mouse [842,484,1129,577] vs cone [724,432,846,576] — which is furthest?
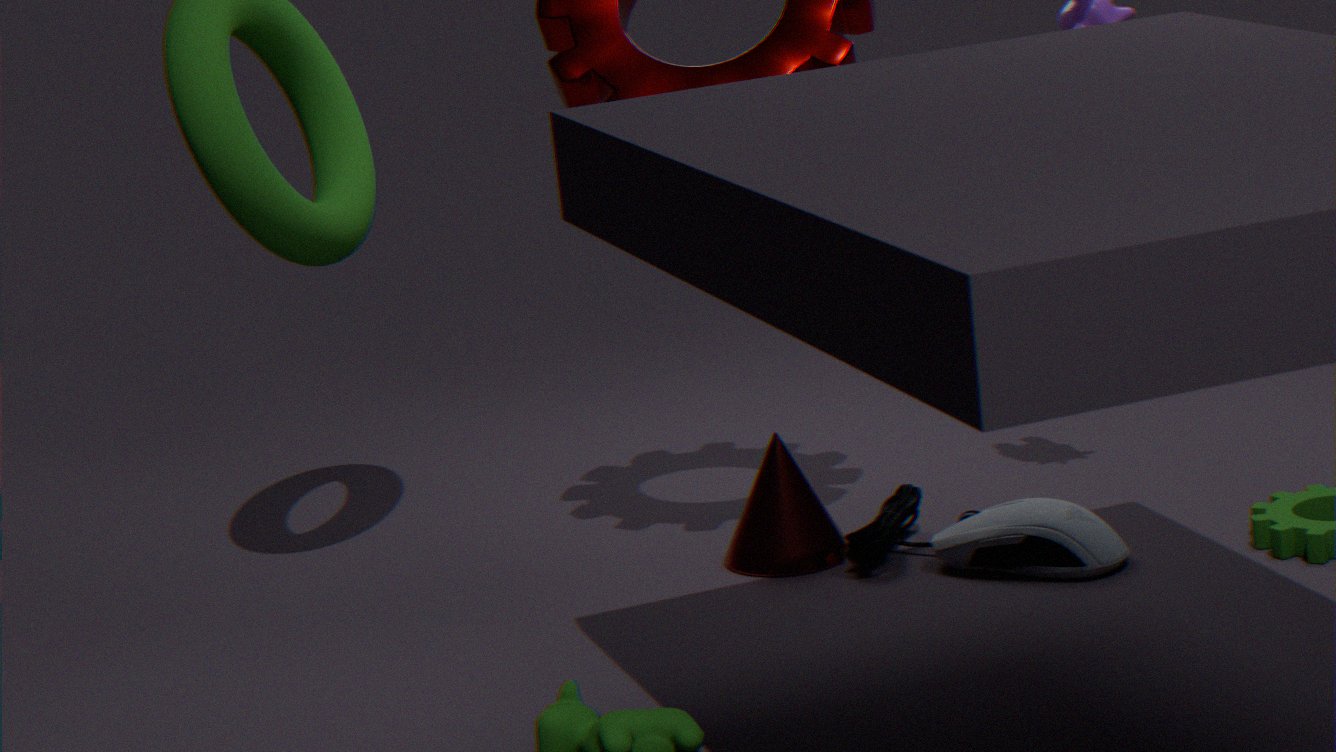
cone [724,432,846,576]
